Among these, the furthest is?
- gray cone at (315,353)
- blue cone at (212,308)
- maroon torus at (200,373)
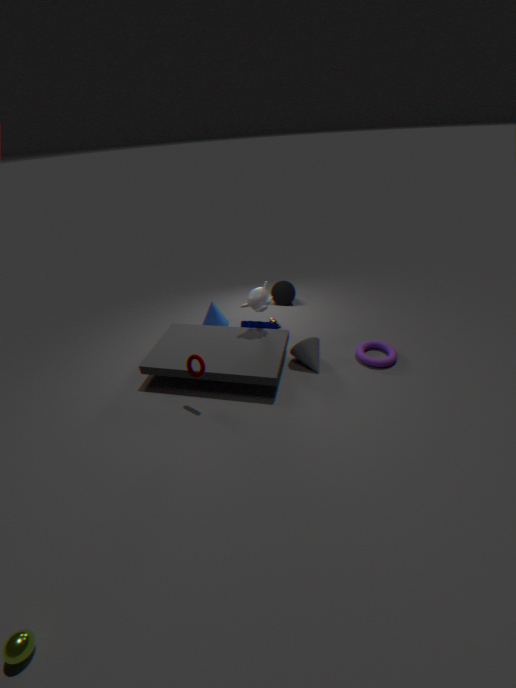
blue cone at (212,308)
